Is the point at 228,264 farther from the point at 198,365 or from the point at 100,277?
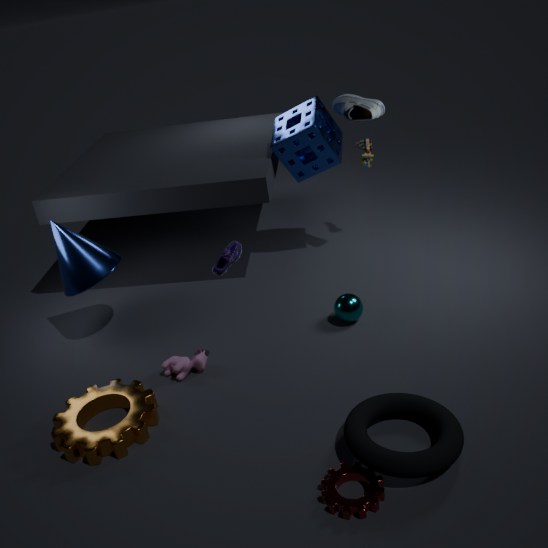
the point at 100,277
